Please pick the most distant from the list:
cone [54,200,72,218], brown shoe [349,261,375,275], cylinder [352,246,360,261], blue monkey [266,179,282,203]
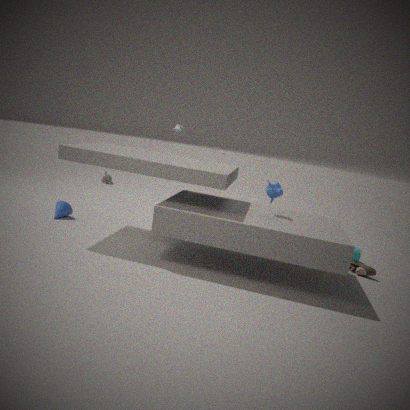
cylinder [352,246,360,261]
